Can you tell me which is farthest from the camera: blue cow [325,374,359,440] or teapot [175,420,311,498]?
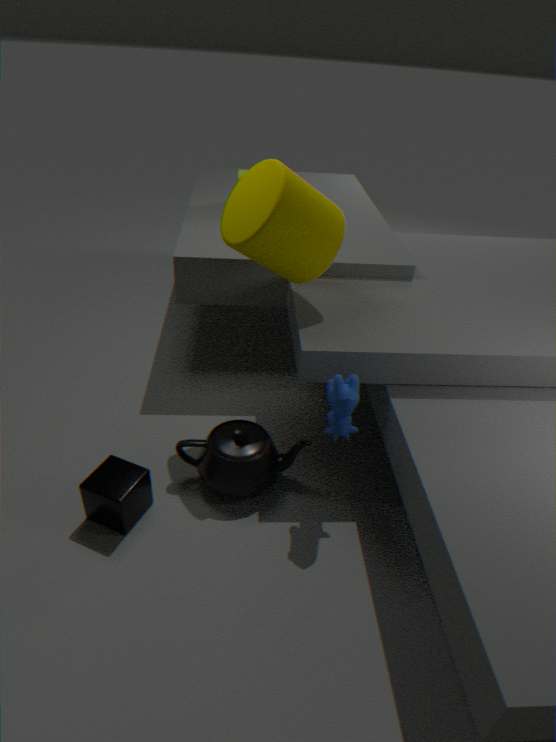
teapot [175,420,311,498]
